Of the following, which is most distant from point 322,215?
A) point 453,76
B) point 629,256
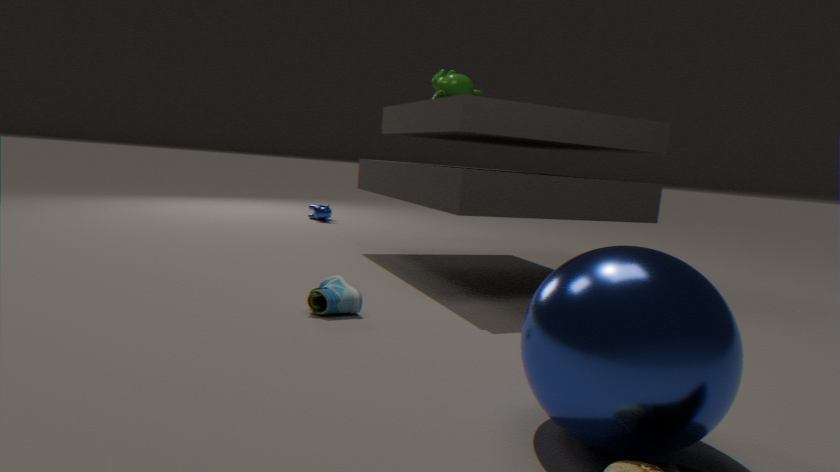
point 629,256
